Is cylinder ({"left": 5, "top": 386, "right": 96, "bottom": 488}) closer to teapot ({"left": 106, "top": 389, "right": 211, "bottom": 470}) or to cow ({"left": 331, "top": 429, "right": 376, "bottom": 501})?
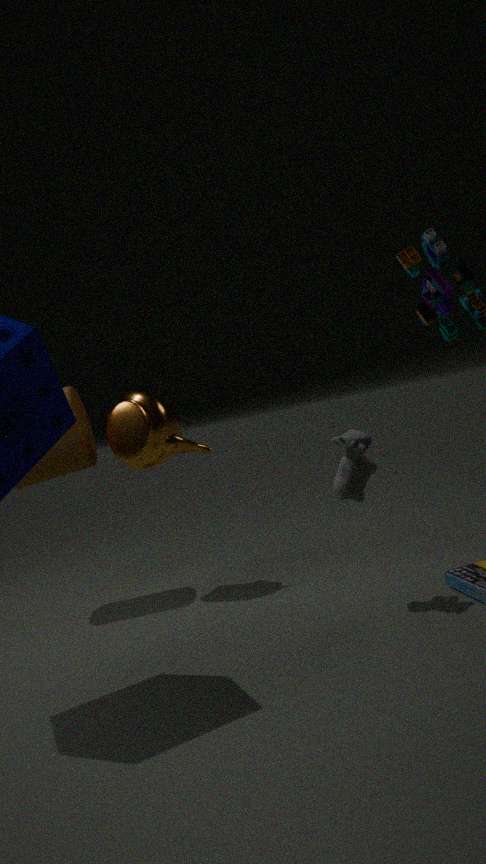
teapot ({"left": 106, "top": 389, "right": 211, "bottom": 470})
